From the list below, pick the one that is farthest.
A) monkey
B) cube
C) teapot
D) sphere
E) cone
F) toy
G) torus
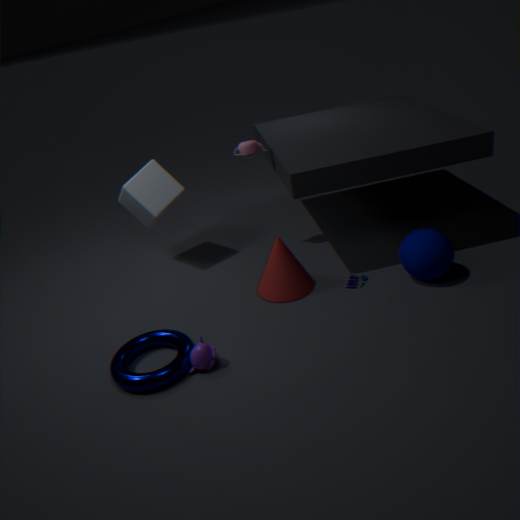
cube
